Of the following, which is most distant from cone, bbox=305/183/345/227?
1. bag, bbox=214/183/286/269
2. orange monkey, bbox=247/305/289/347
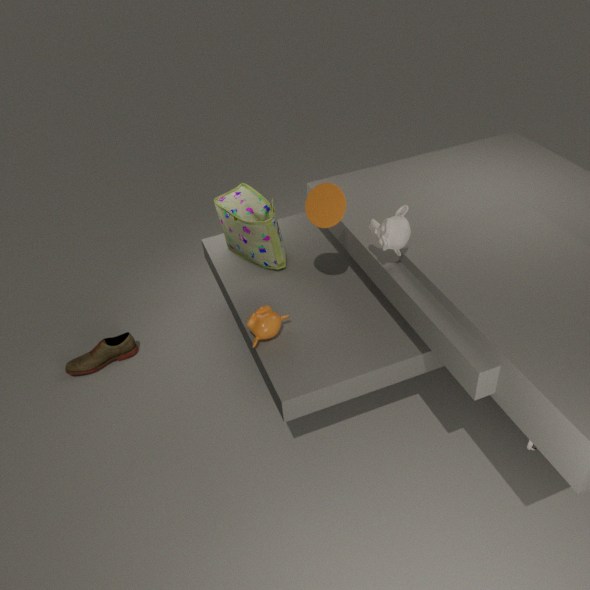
orange monkey, bbox=247/305/289/347
